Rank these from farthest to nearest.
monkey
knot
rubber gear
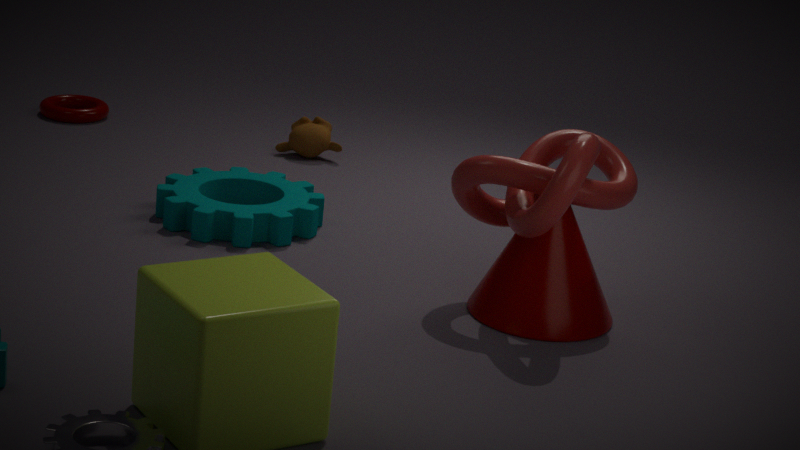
monkey → rubber gear → knot
